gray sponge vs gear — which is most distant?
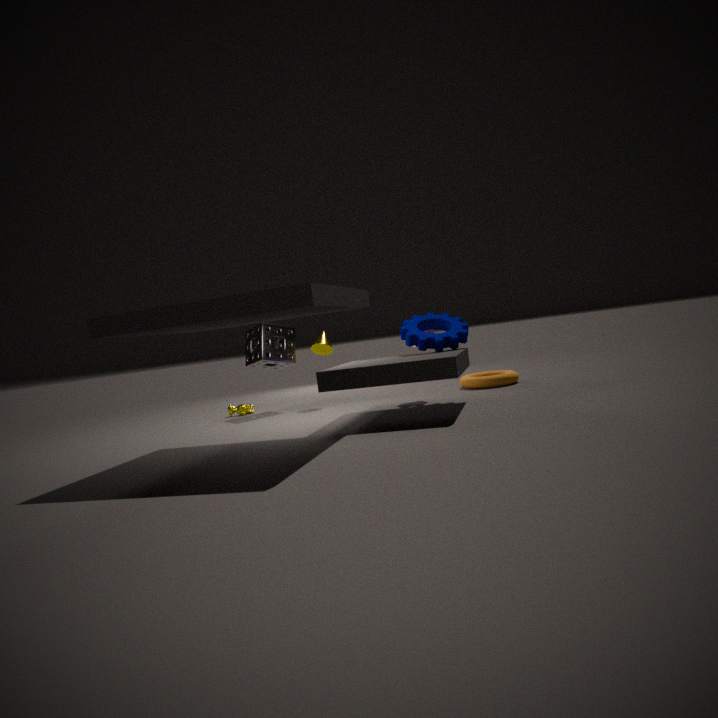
gray sponge
